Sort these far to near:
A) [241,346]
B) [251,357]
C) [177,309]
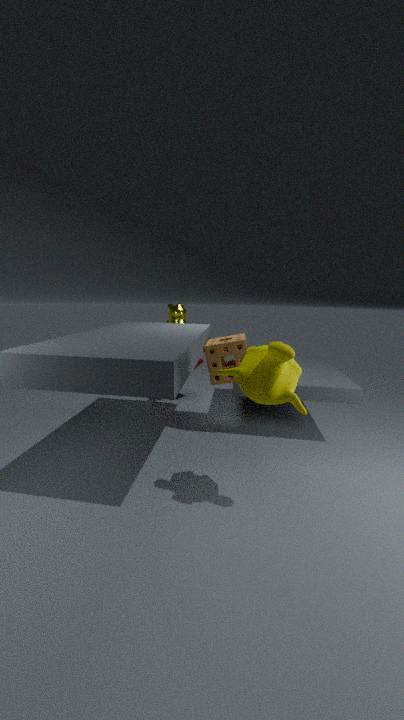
[177,309]
[241,346]
[251,357]
